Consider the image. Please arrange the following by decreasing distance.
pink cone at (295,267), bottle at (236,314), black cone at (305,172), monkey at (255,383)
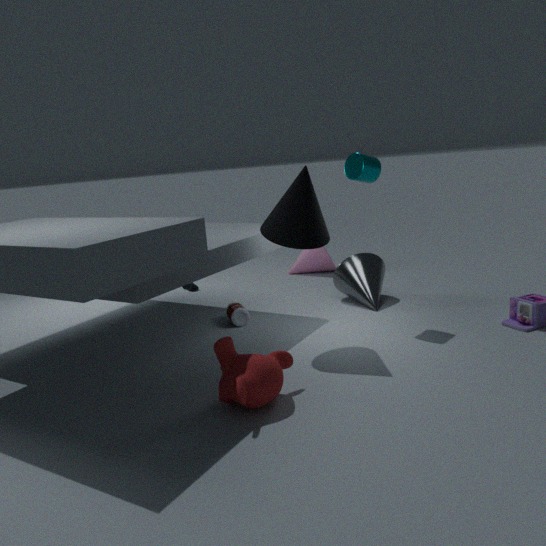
pink cone at (295,267) < bottle at (236,314) < black cone at (305,172) < monkey at (255,383)
